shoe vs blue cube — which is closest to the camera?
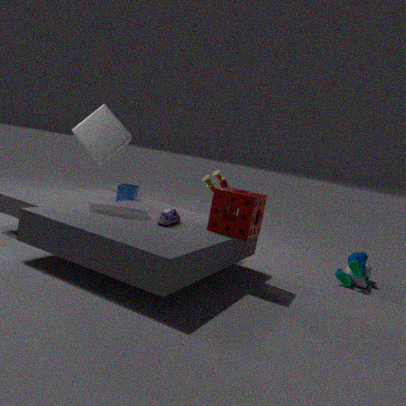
shoe
